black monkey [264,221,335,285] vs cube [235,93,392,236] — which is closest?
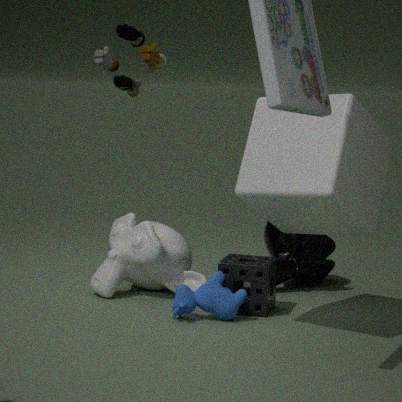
cube [235,93,392,236]
